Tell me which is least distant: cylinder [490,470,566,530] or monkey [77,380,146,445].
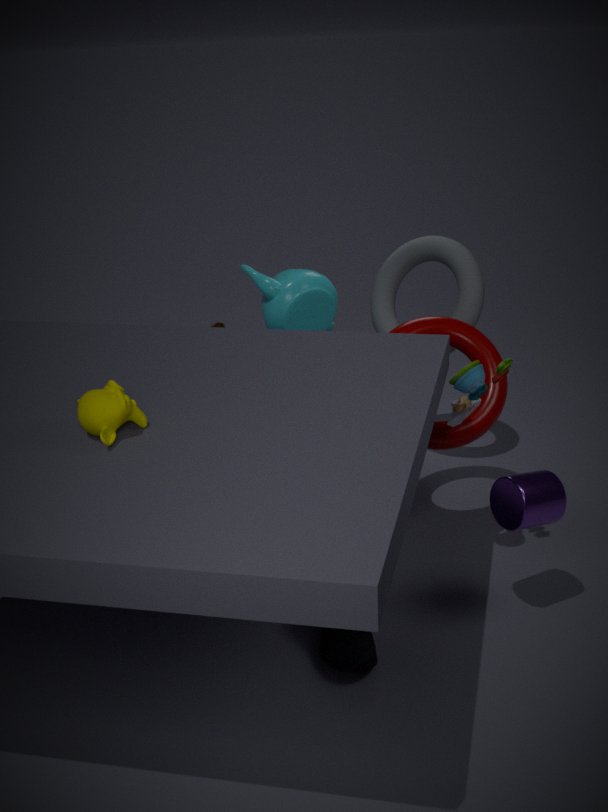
monkey [77,380,146,445]
